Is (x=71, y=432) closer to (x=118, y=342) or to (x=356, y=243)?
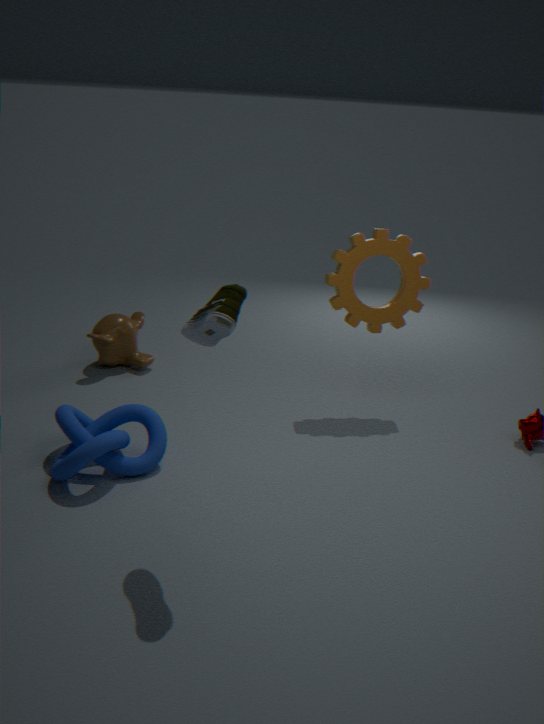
(x=118, y=342)
